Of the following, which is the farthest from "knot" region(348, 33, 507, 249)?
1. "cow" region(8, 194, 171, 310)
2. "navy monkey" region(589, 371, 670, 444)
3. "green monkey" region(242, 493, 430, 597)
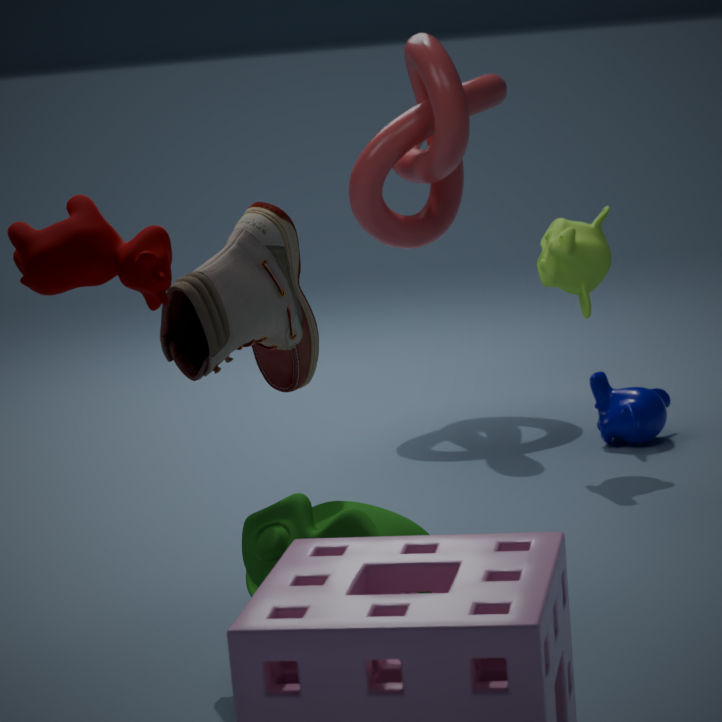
"cow" region(8, 194, 171, 310)
